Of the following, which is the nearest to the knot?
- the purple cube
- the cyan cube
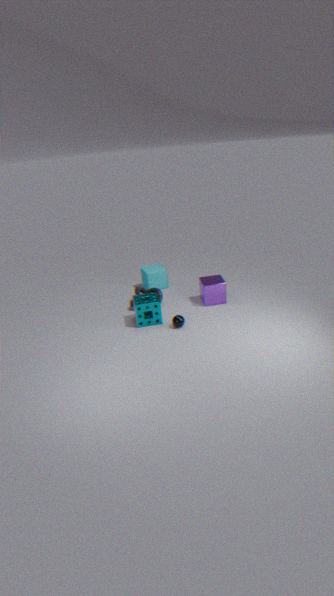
the cyan cube
